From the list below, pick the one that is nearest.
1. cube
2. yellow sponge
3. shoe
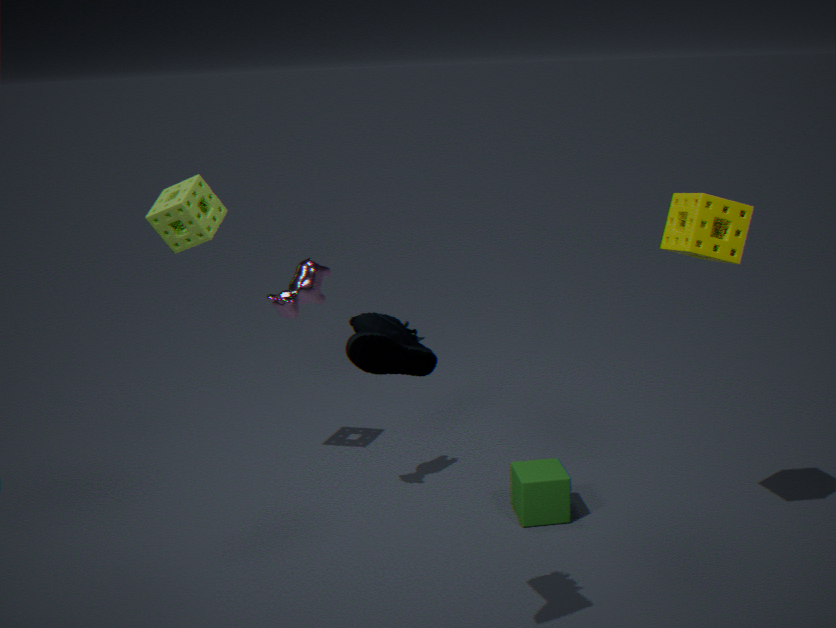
shoe
